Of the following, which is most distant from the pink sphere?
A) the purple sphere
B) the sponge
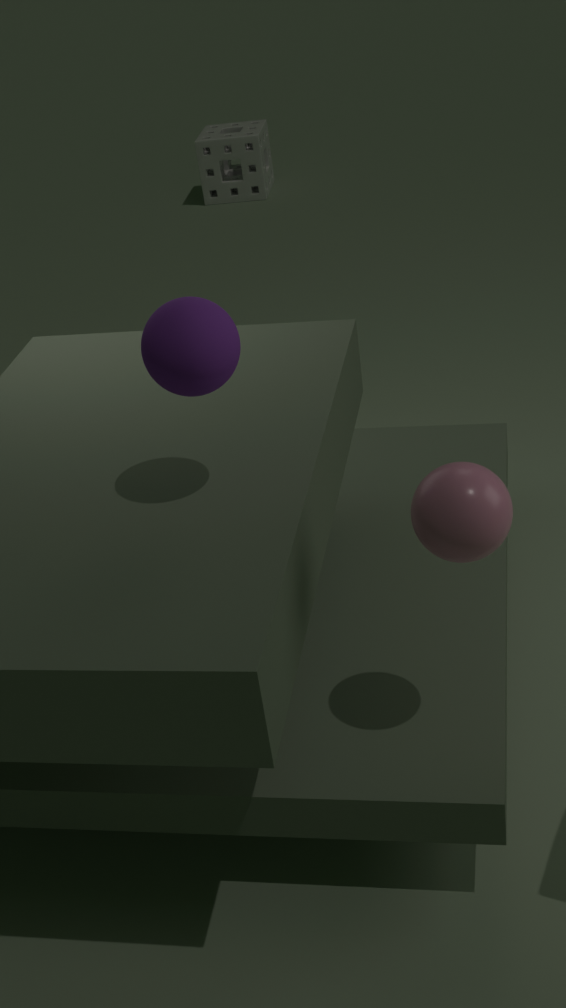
the sponge
